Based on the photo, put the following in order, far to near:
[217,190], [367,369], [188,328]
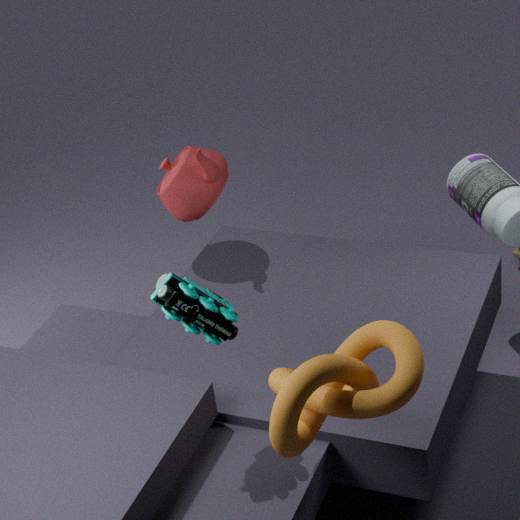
[217,190] < [188,328] < [367,369]
